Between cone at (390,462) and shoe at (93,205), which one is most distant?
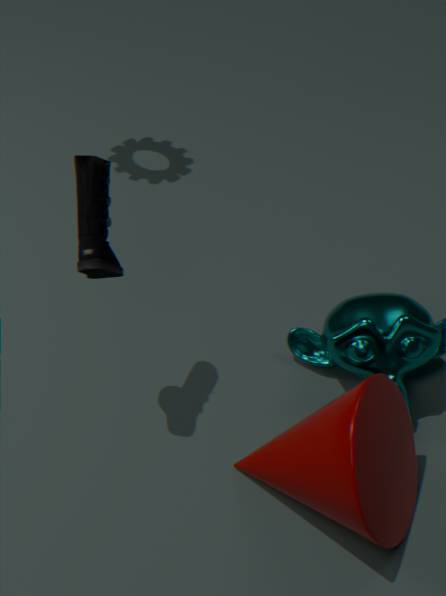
shoe at (93,205)
